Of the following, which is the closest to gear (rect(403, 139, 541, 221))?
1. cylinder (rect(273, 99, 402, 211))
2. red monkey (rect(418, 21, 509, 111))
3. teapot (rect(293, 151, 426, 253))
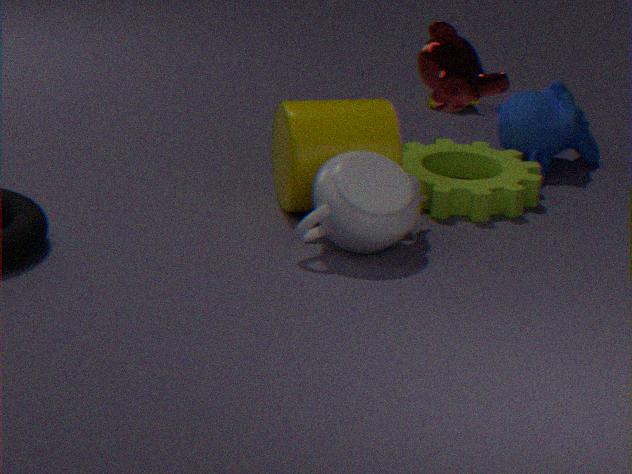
cylinder (rect(273, 99, 402, 211))
